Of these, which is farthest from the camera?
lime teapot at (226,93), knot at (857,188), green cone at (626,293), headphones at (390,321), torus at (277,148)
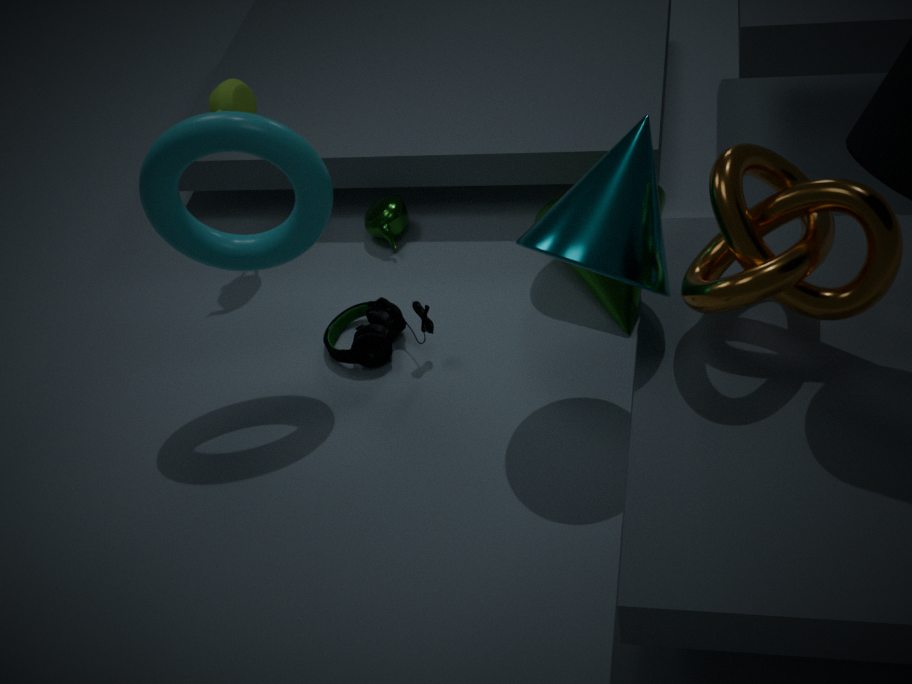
lime teapot at (226,93)
